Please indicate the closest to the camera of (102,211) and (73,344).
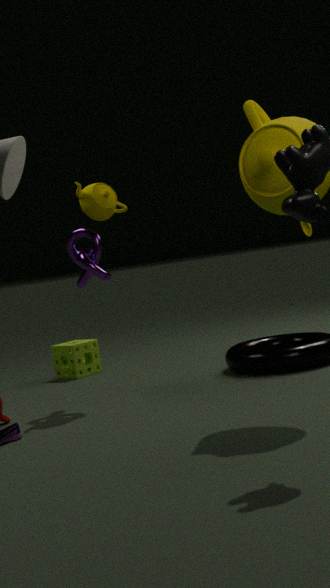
(102,211)
